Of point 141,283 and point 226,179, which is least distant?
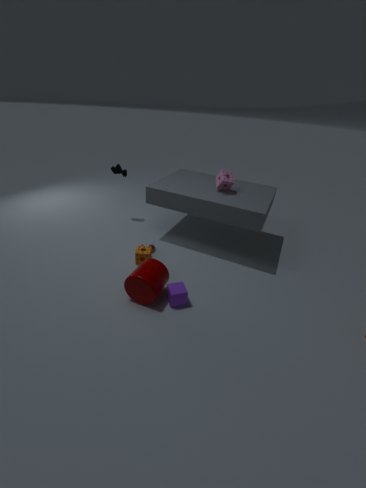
point 141,283
